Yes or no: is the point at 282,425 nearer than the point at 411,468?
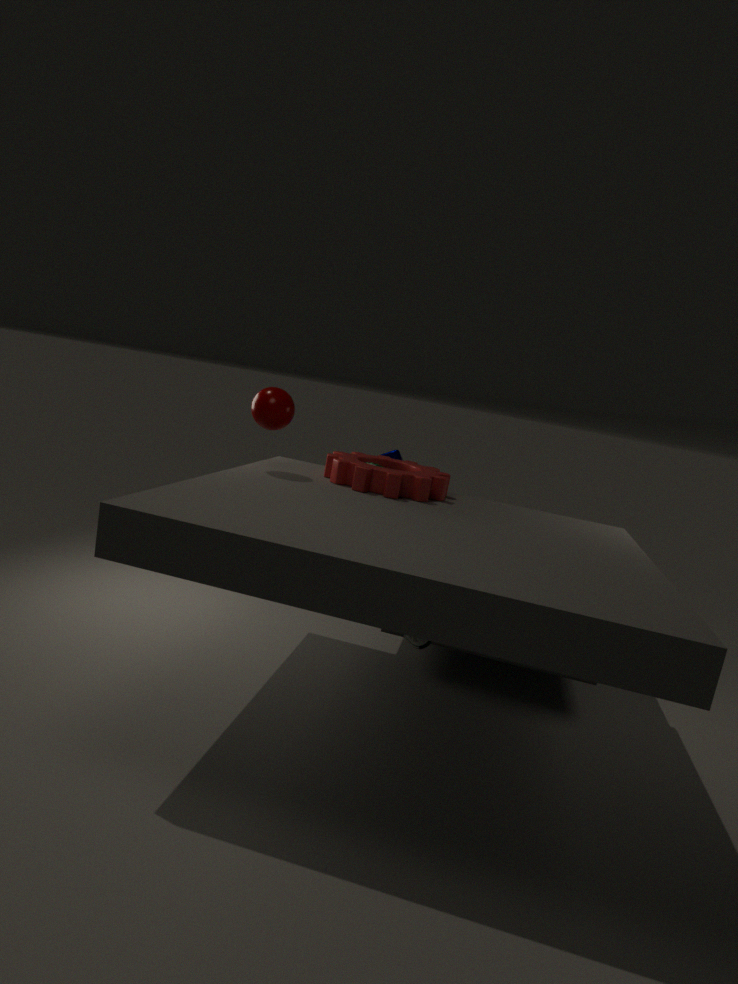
Yes
